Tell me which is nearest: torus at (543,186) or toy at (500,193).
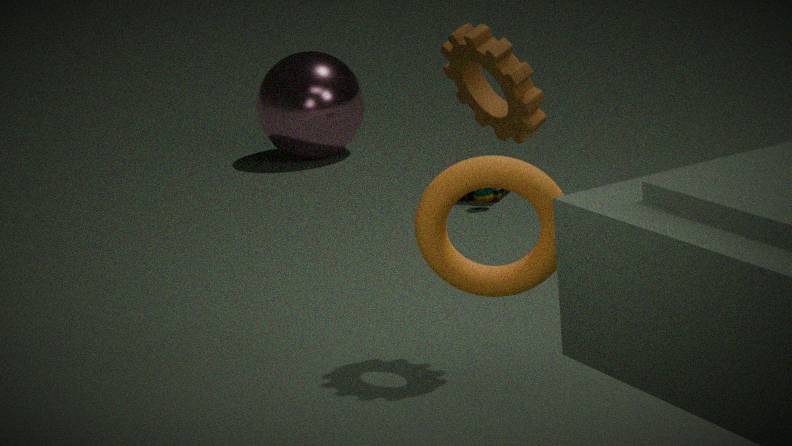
torus at (543,186)
